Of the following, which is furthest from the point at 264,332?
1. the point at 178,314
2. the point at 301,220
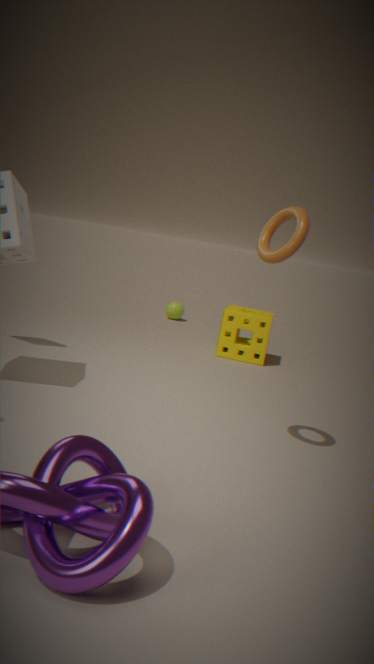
the point at 301,220
